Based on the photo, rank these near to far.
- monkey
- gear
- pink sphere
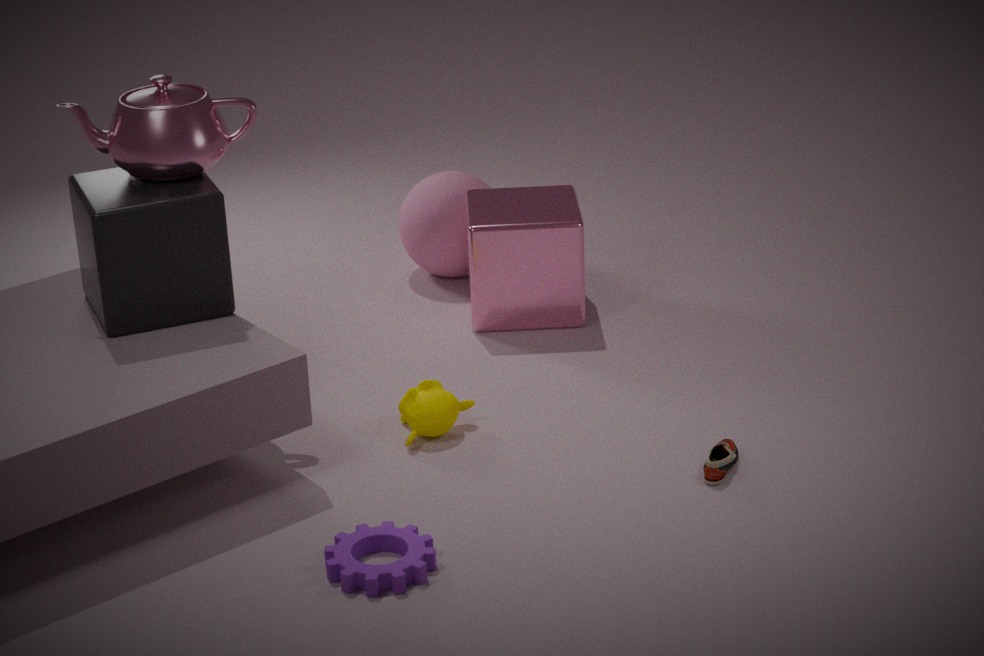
gear, monkey, pink sphere
